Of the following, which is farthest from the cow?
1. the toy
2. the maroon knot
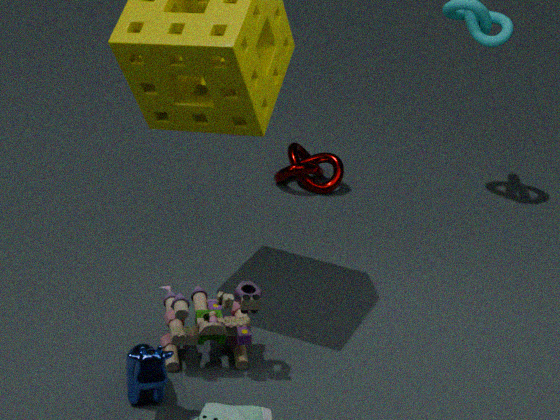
the maroon knot
